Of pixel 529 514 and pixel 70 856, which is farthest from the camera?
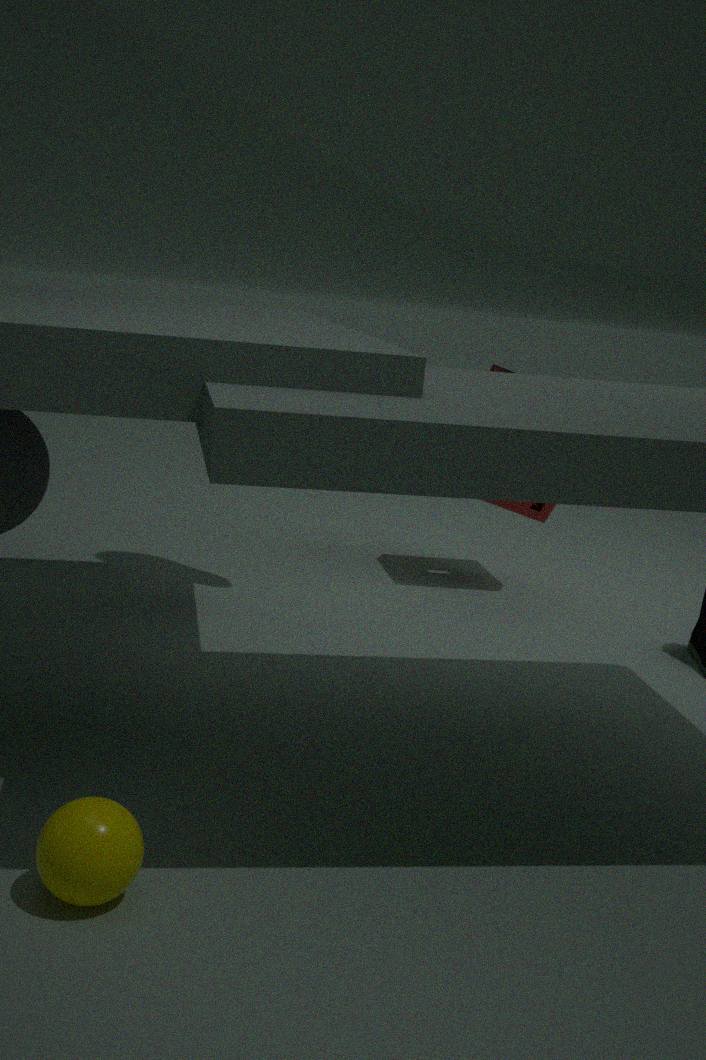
pixel 529 514
